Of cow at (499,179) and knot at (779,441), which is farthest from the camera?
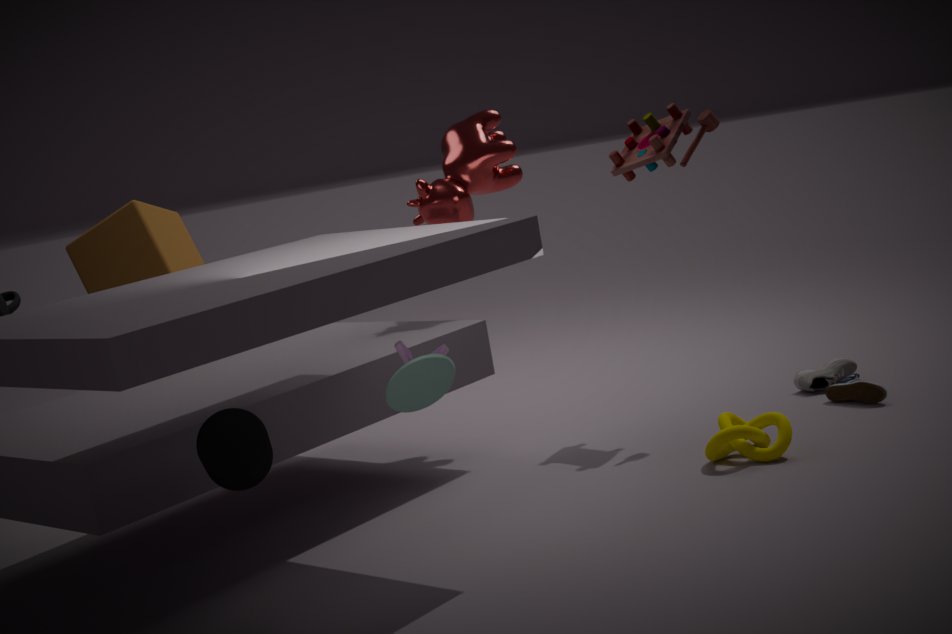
cow at (499,179)
